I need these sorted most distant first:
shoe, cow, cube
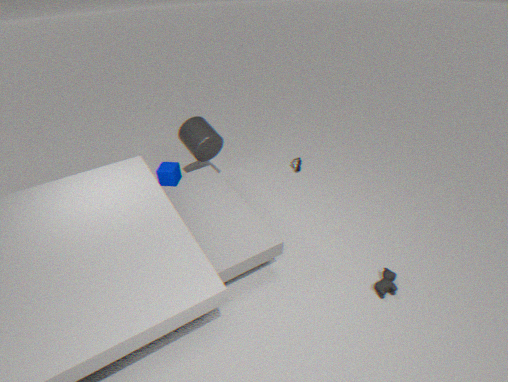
shoe → cube → cow
